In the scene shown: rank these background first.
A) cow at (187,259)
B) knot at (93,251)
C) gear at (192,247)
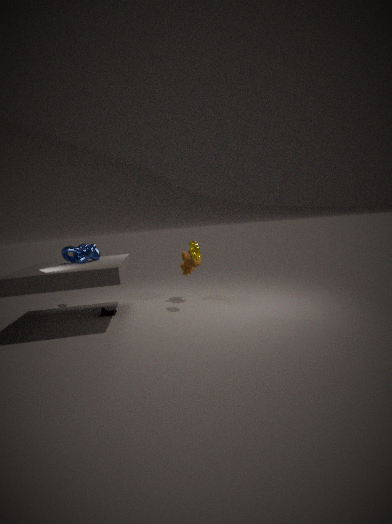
cow at (187,259) < knot at (93,251) < gear at (192,247)
